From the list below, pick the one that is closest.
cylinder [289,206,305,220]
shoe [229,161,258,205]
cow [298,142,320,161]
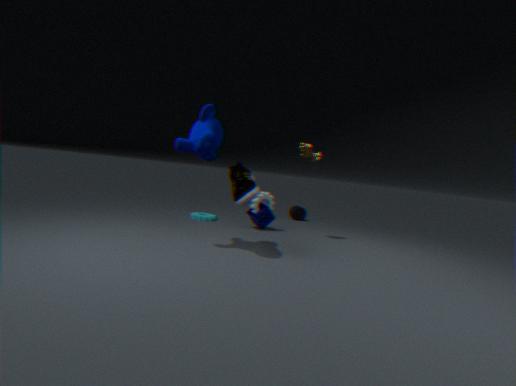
shoe [229,161,258,205]
